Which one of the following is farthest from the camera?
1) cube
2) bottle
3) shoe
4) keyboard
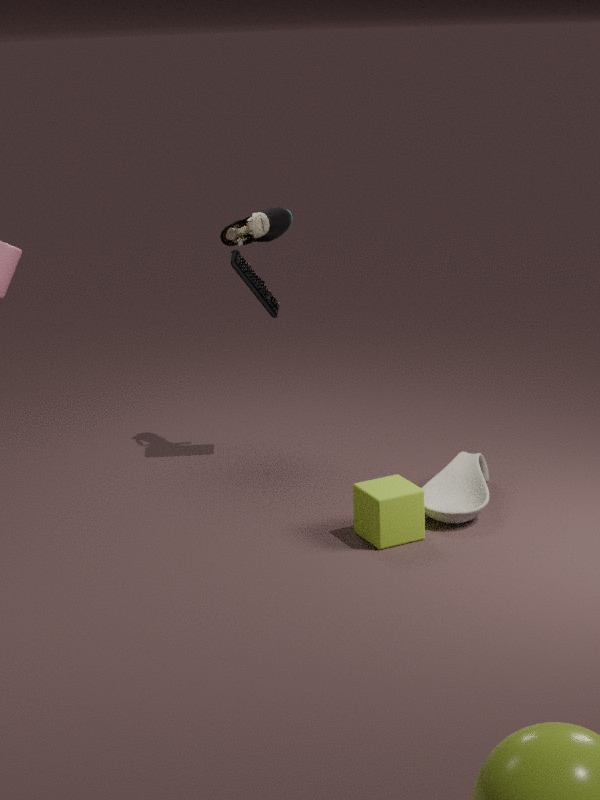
4. keyboard
